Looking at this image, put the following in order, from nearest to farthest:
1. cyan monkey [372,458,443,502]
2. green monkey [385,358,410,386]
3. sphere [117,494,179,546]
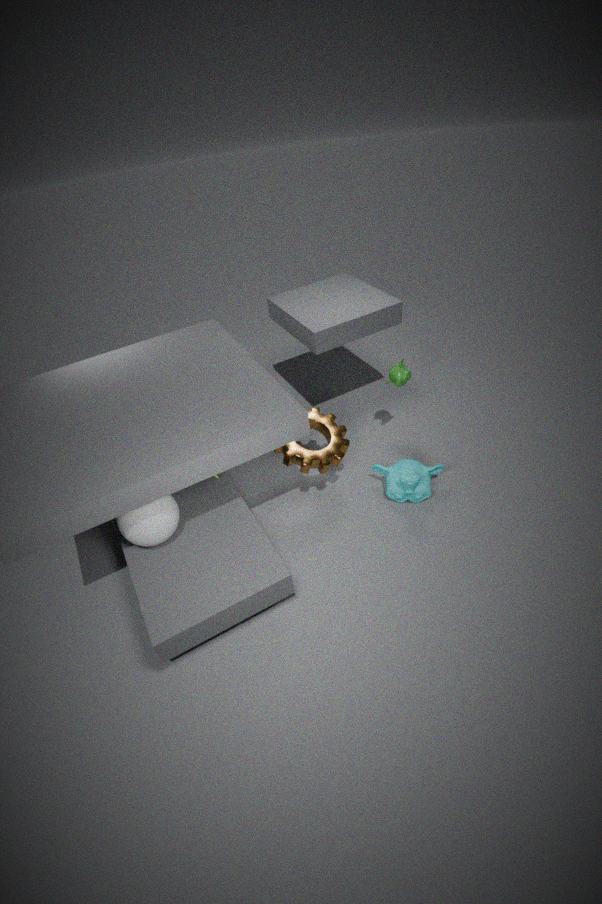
sphere [117,494,179,546] → cyan monkey [372,458,443,502] → green monkey [385,358,410,386]
